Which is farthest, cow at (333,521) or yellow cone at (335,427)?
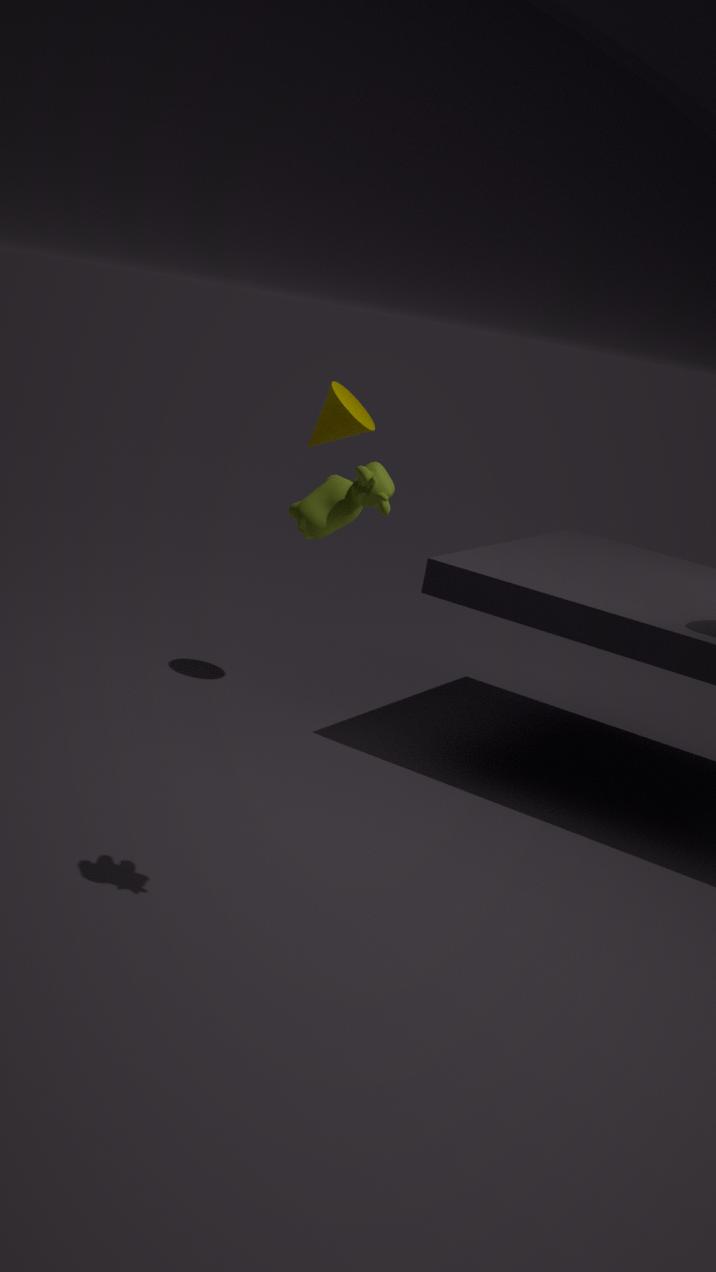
yellow cone at (335,427)
